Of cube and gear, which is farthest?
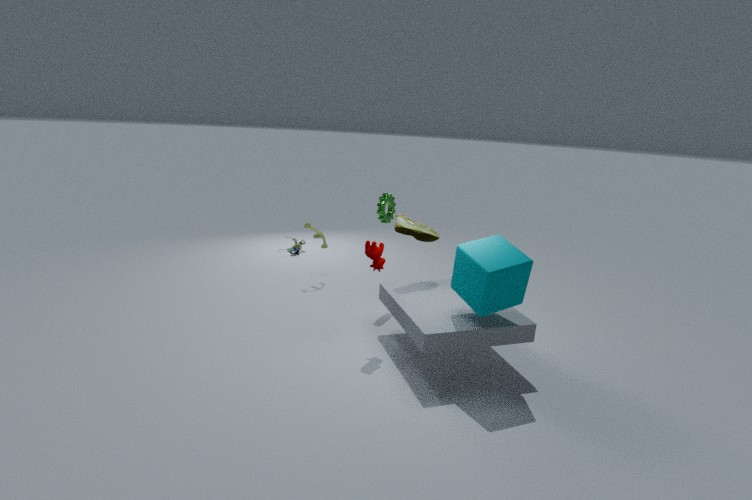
gear
